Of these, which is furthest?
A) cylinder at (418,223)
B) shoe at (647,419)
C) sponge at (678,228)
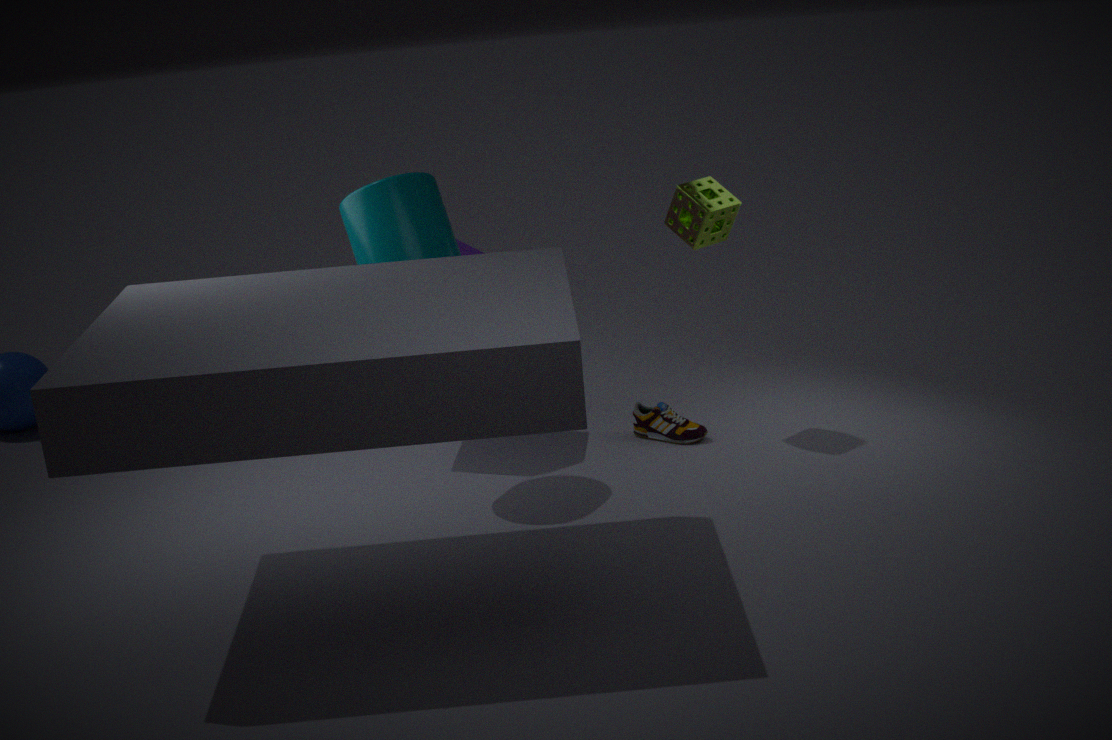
B. shoe at (647,419)
